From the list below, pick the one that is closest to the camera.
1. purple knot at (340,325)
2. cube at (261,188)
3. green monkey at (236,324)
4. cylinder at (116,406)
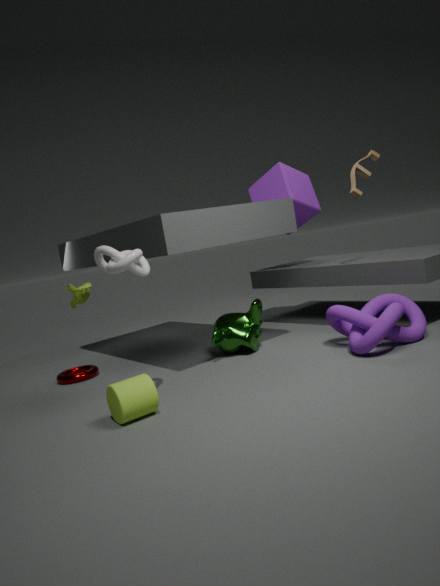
cylinder at (116,406)
